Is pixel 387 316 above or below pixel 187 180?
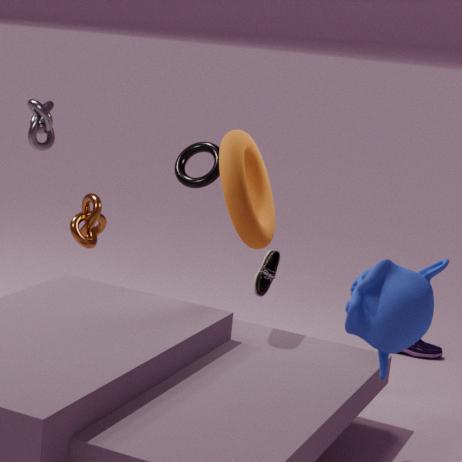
below
